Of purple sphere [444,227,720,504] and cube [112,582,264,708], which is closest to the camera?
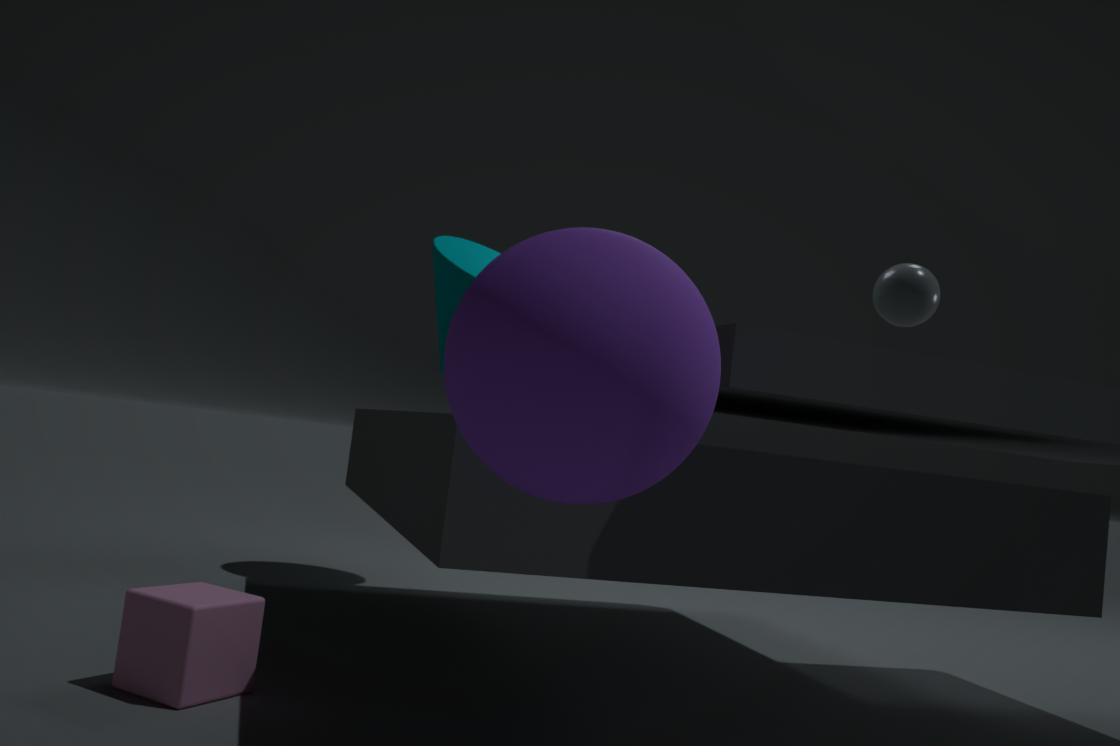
purple sphere [444,227,720,504]
